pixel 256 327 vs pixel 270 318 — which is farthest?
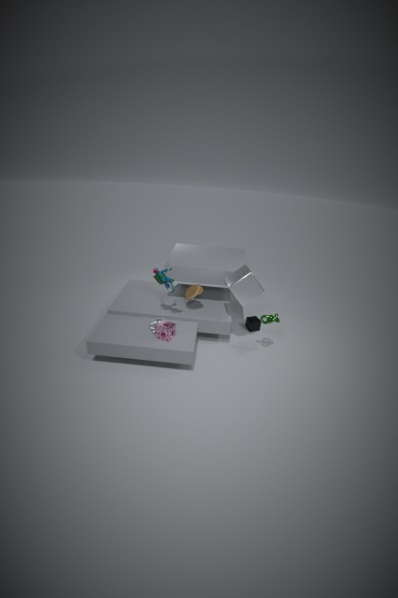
pixel 256 327
